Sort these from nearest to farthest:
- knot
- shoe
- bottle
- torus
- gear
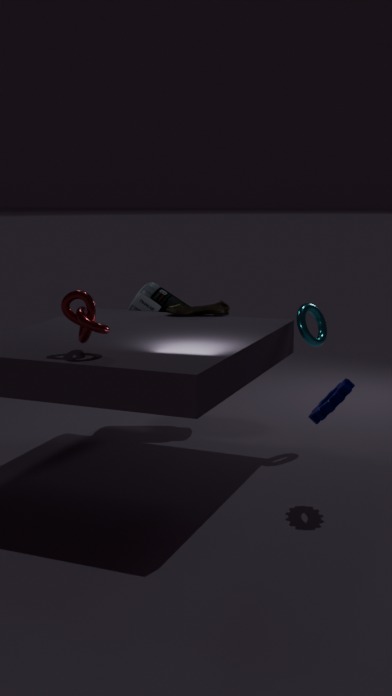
knot, gear, torus, shoe, bottle
